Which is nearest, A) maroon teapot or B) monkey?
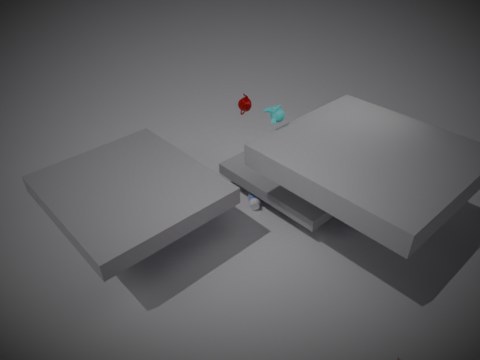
B. monkey
